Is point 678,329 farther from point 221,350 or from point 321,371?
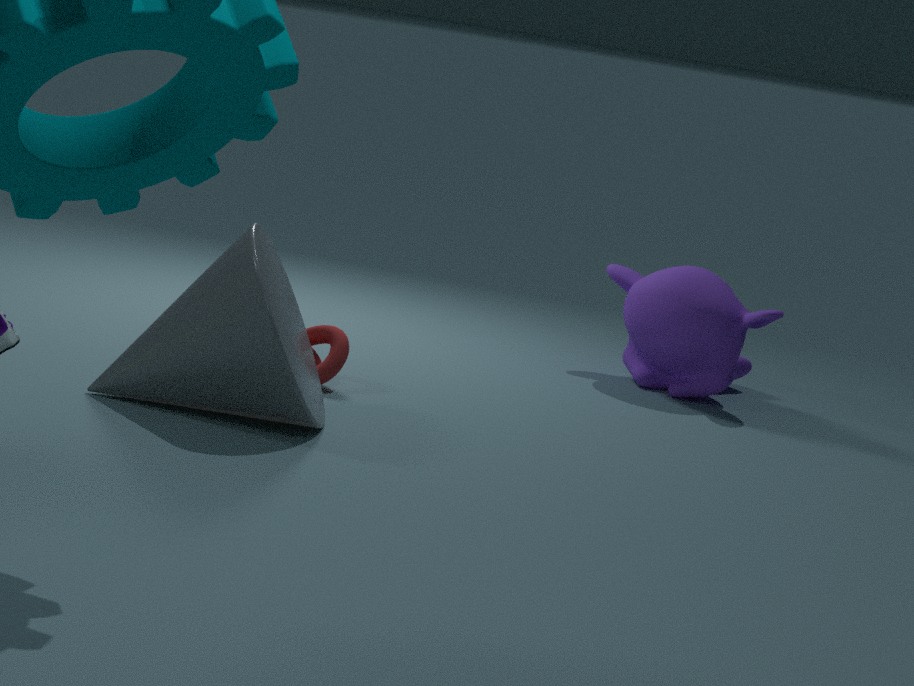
point 221,350
